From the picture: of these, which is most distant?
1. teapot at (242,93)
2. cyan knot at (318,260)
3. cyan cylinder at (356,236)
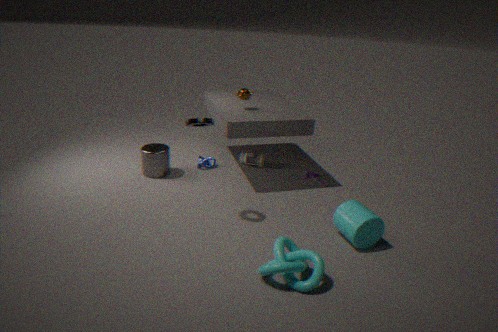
teapot at (242,93)
